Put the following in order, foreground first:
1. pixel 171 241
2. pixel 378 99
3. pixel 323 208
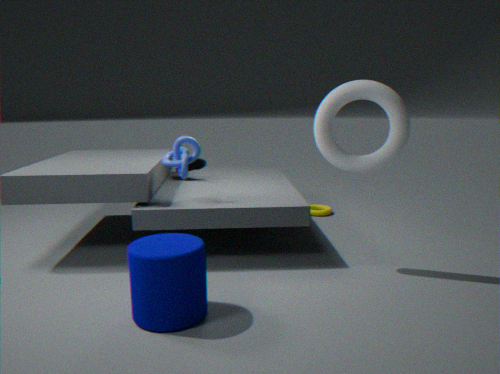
1. pixel 171 241
2. pixel 378 99
3. pixel 323 208
